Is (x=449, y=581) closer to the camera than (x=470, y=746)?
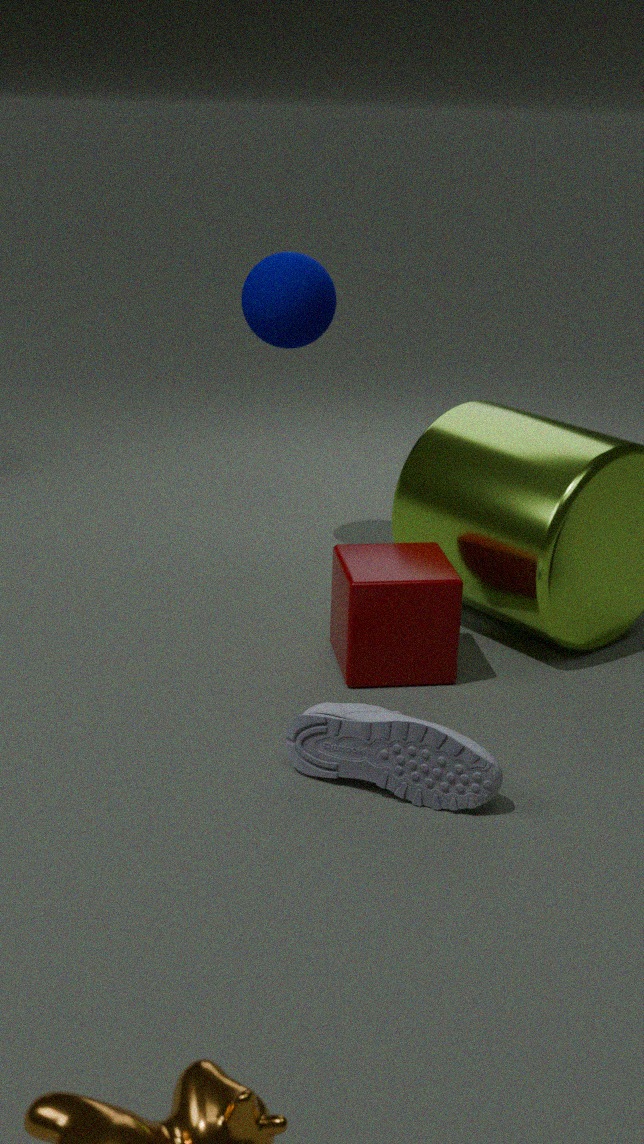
No
